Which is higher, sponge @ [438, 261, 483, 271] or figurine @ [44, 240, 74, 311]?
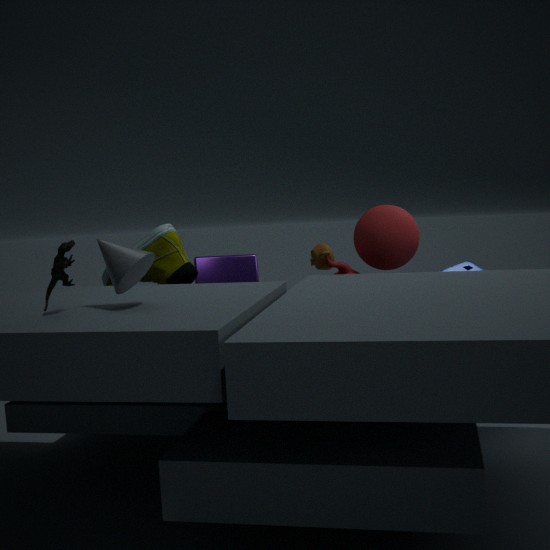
figurine @ [44, 240, 74, 311]
